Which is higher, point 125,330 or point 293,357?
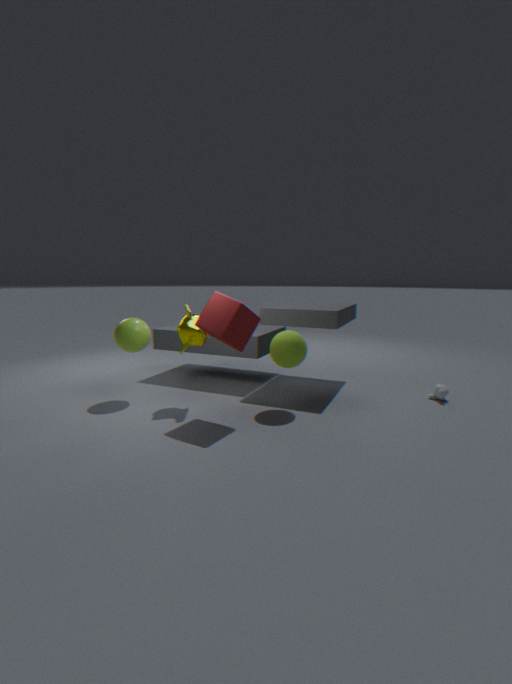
point 125,330
